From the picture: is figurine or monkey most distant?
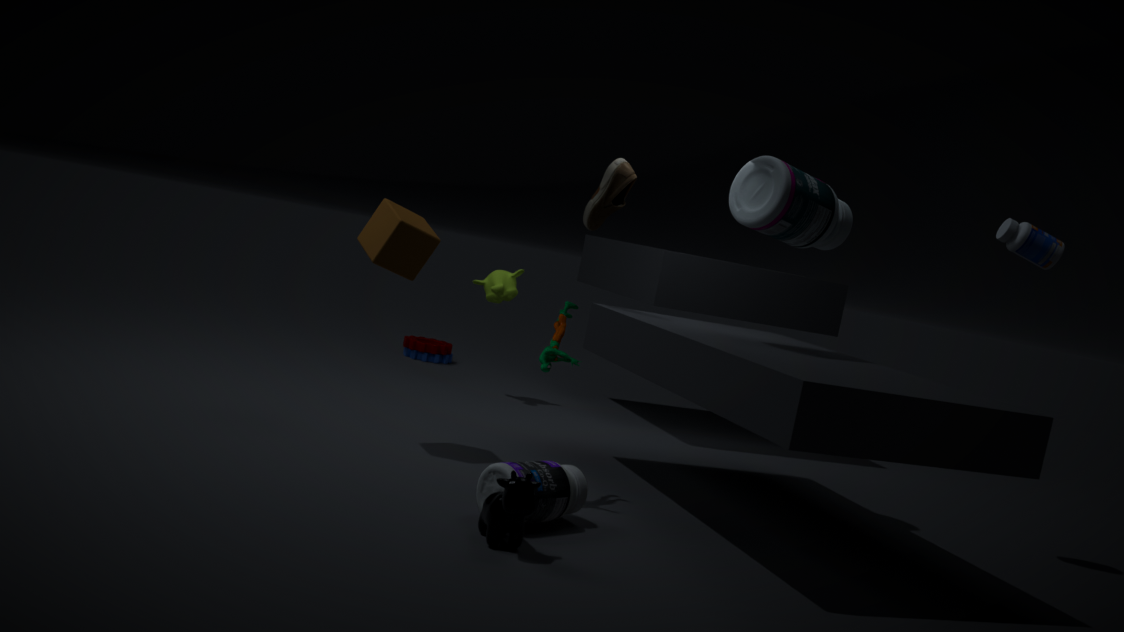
monkey
